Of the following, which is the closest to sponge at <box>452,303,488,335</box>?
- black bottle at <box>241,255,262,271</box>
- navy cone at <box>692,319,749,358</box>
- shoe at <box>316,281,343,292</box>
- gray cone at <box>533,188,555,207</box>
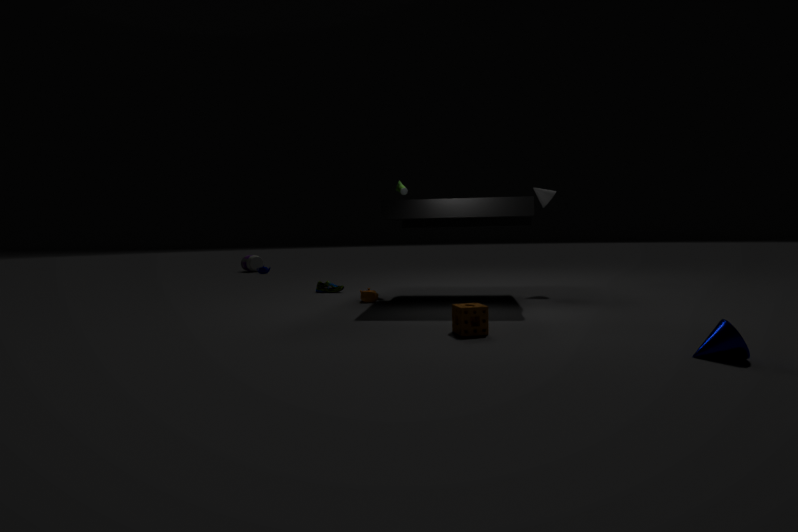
navy cone at <box>692,319,749,358</box>
